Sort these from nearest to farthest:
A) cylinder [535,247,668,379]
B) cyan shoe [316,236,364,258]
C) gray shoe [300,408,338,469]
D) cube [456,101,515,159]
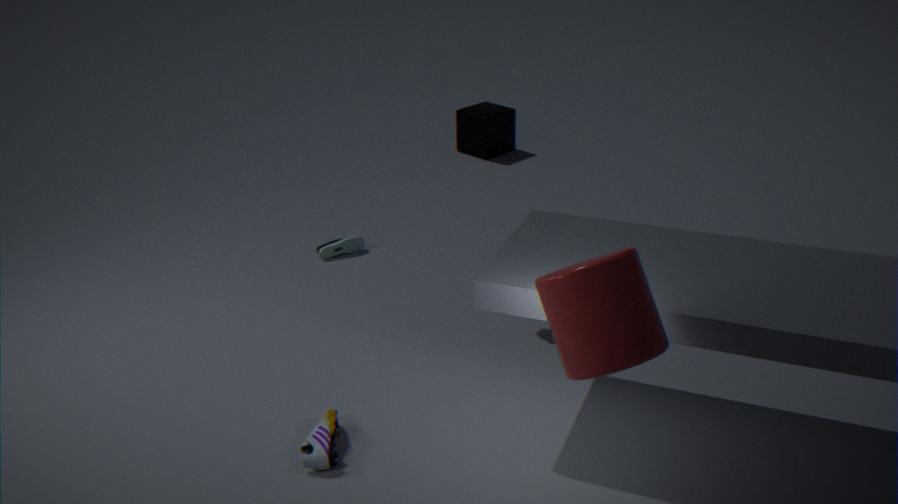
cylinder [535,247,668,379]
gray shoe [300,408,338,469]
cyan shoe [316,236,364,258]
cube [456,101,515,159]
